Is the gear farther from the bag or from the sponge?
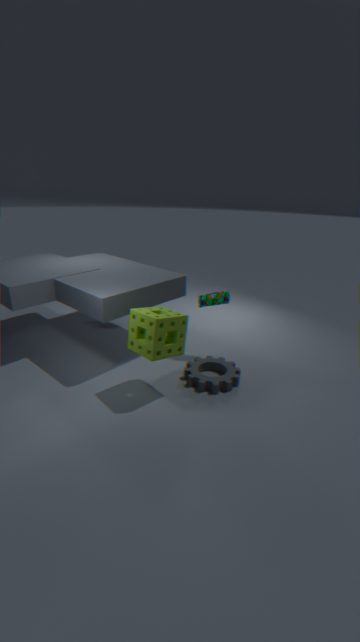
the bag
